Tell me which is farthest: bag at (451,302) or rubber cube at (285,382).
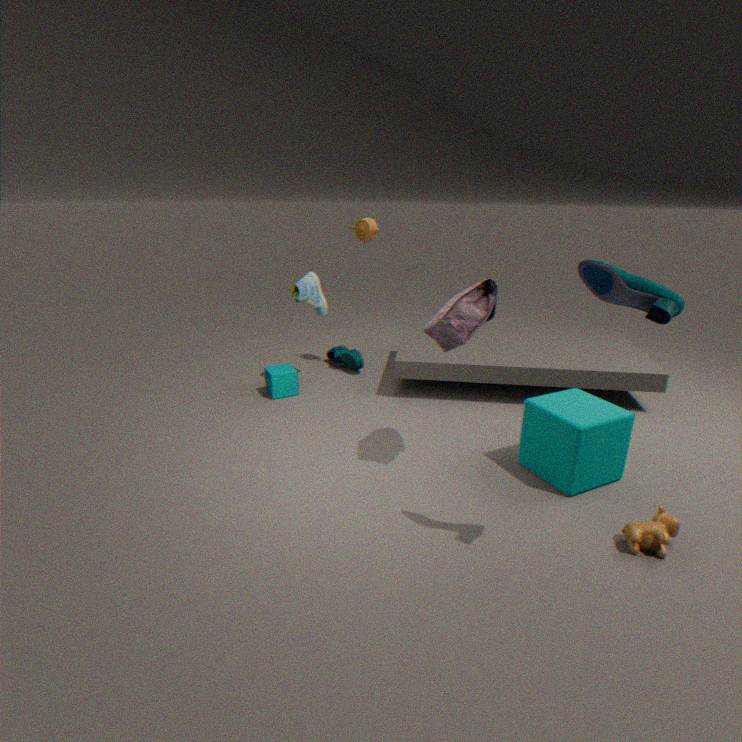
rubber cube at (285,382)
